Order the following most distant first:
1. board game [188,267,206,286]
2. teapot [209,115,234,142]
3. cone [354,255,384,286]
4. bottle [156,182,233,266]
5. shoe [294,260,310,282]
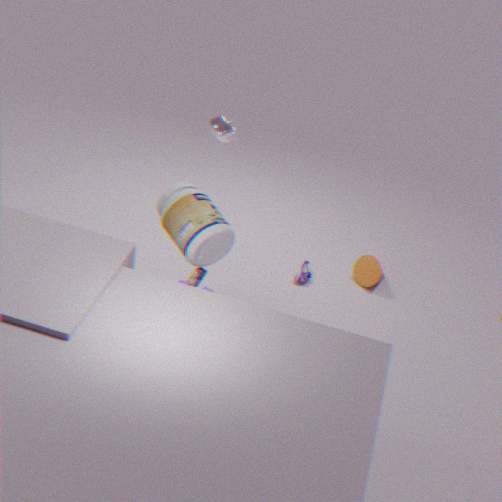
cone [354,255,384,286], shoe [294,260,310,282], teapot [209,115,234,142], board game [188,267,206,286], bottle [156,182,233,266]
